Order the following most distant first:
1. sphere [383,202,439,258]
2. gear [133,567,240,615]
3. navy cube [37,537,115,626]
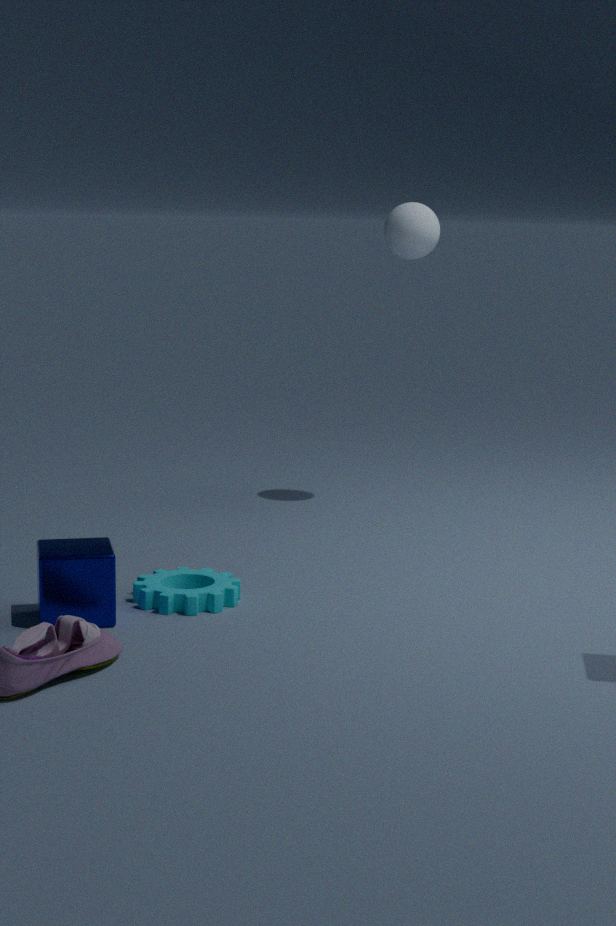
sphere [383,202,439,258], gear [133,567,240,615], navy cube [37,537,115,626]
